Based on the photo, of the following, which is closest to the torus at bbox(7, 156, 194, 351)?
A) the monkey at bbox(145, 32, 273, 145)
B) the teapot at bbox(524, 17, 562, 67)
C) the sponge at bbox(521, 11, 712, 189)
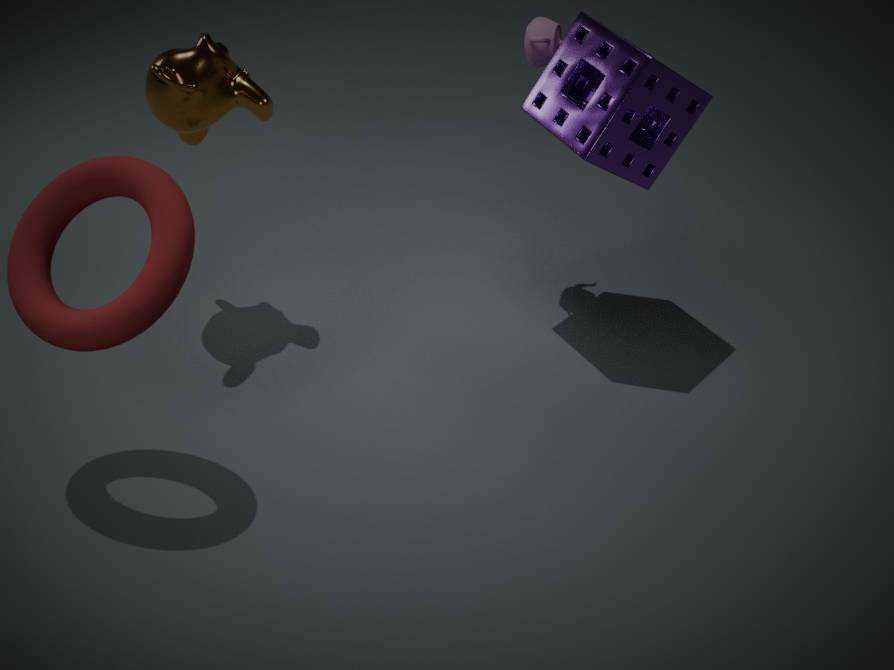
the monkey at bbox(145, 32, 273, 145)
